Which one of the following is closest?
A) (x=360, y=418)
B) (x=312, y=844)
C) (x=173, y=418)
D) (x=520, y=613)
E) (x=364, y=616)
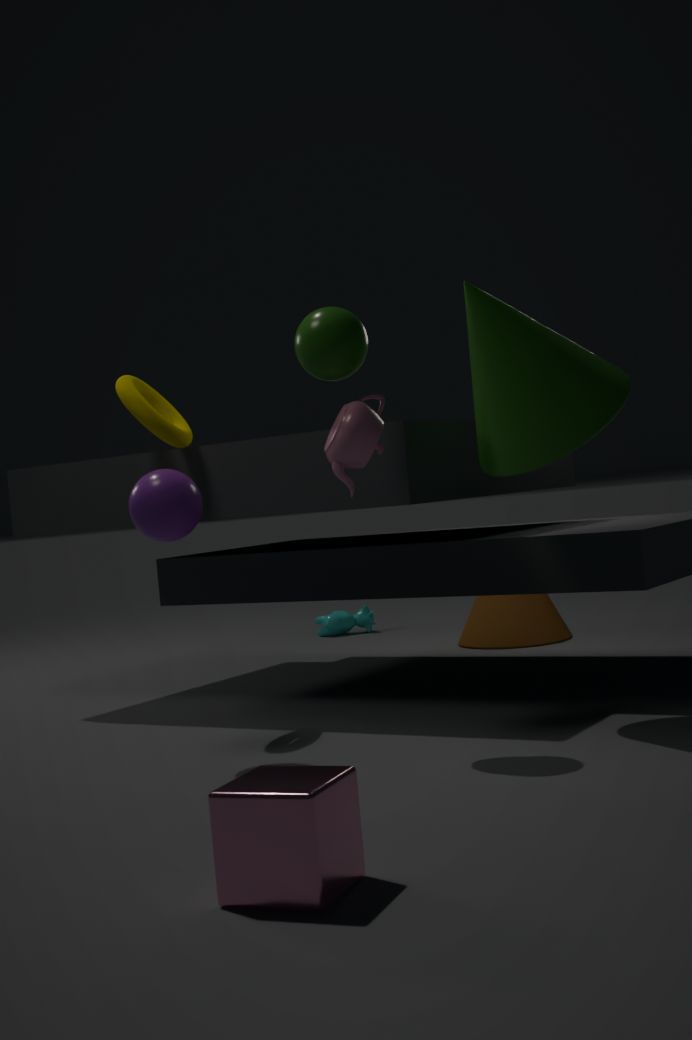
(x=312, y=844)
